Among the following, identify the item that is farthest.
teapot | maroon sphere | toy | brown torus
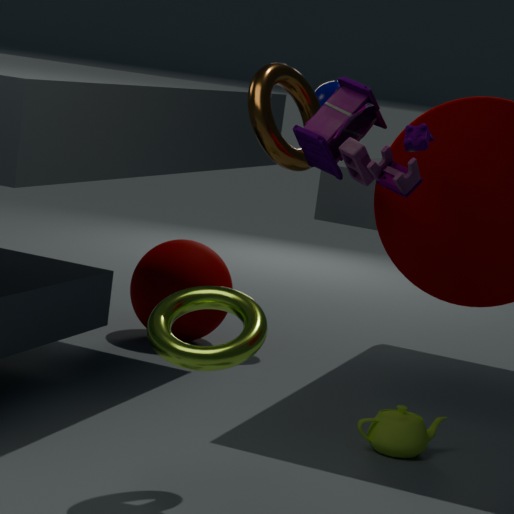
maroon sphere
